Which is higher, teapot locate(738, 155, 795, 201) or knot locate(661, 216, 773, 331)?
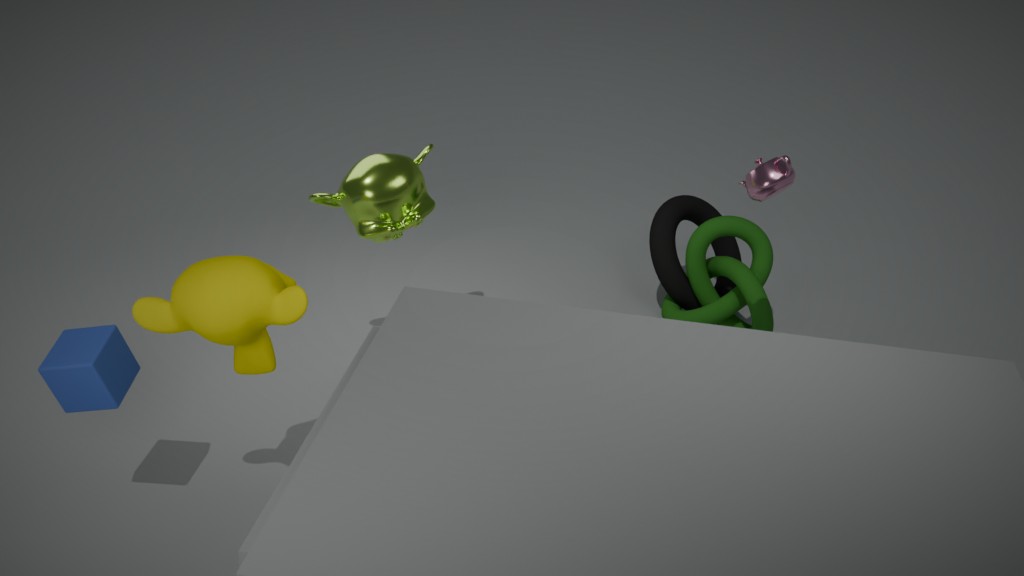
teapot locate(738, 155, 795, 201)
